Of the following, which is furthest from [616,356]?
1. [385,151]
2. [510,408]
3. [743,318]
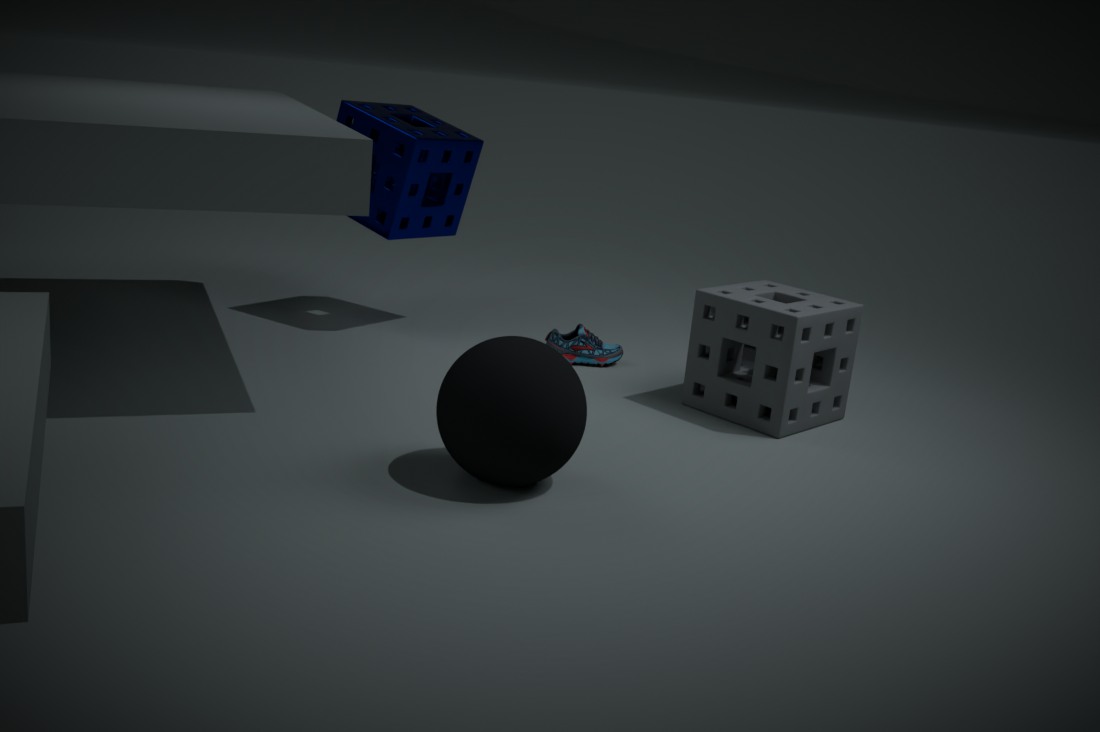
[510,408]
